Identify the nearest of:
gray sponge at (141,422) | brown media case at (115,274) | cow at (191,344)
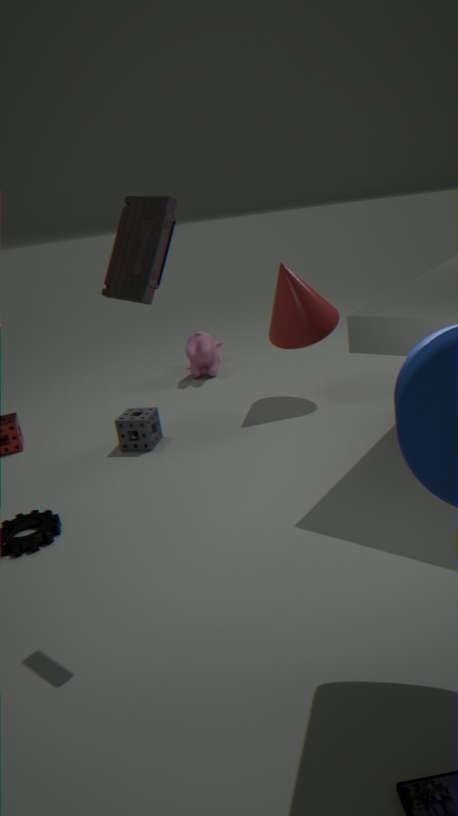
brown media case at (115,274)
